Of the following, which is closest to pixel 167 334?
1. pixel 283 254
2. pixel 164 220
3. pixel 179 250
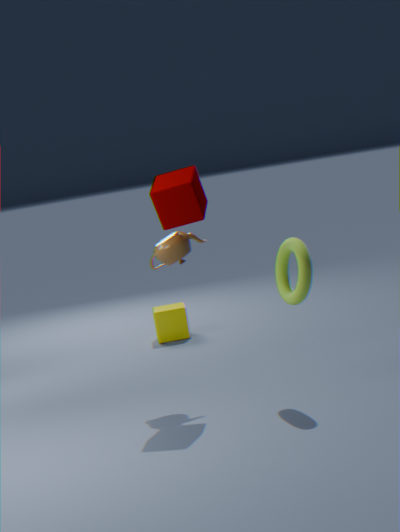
pixel 179 250
